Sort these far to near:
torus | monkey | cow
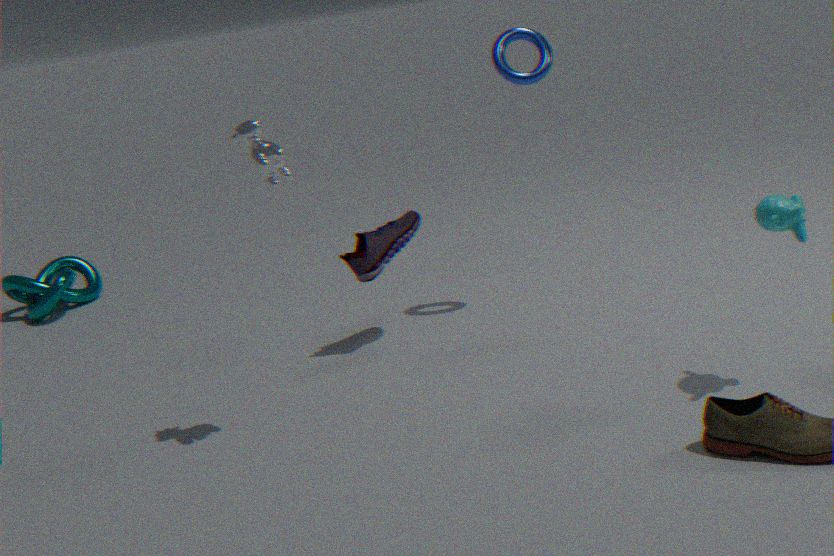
torus → cow → monkey
